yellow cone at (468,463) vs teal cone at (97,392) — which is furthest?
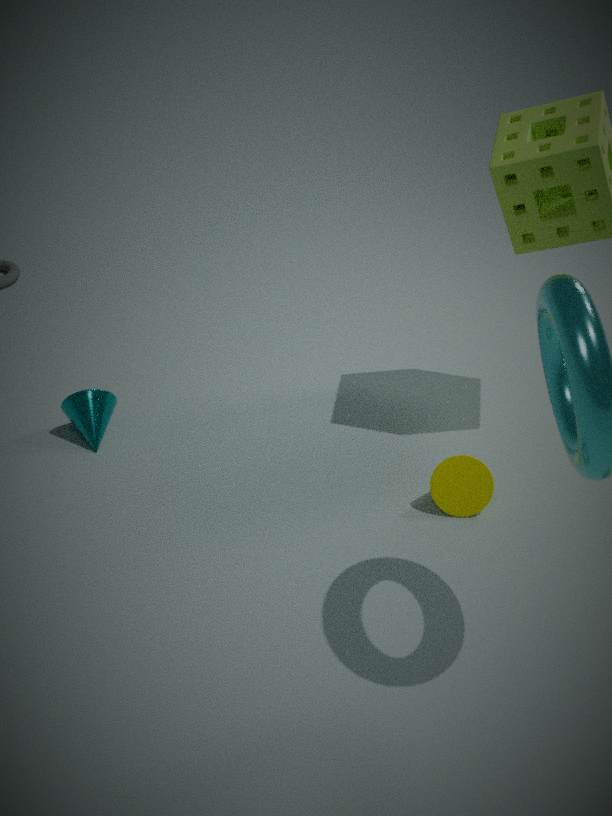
teal cone at (97,392)
